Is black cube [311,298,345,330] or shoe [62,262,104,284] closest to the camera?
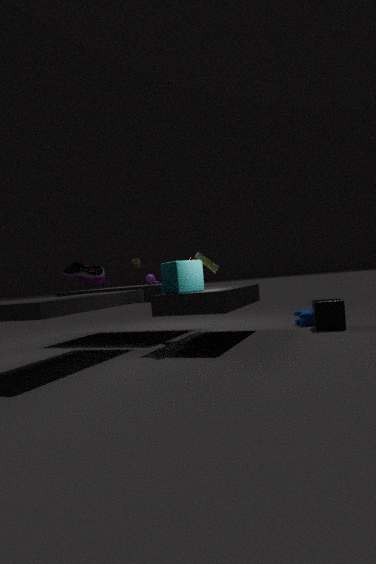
shoe [62,262,104,284]
